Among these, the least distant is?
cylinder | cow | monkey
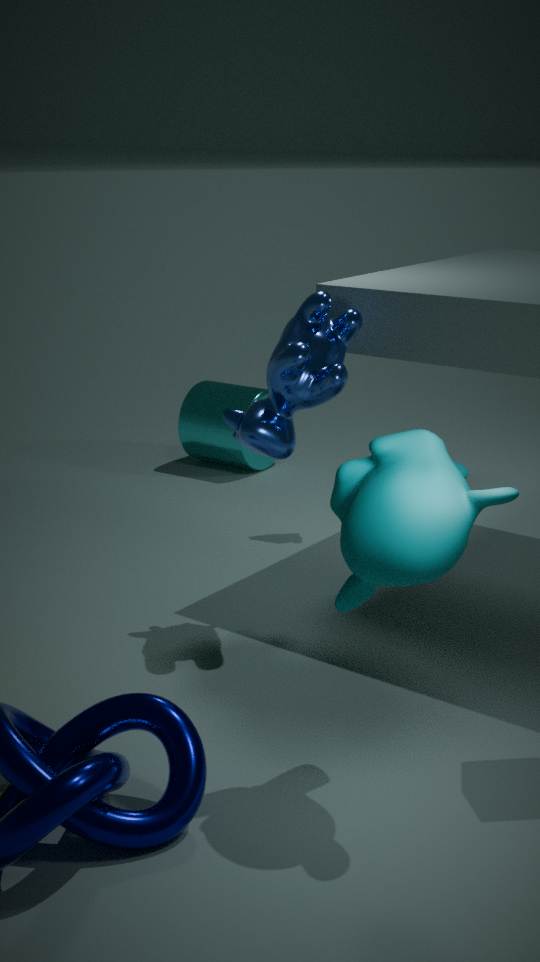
monkey
